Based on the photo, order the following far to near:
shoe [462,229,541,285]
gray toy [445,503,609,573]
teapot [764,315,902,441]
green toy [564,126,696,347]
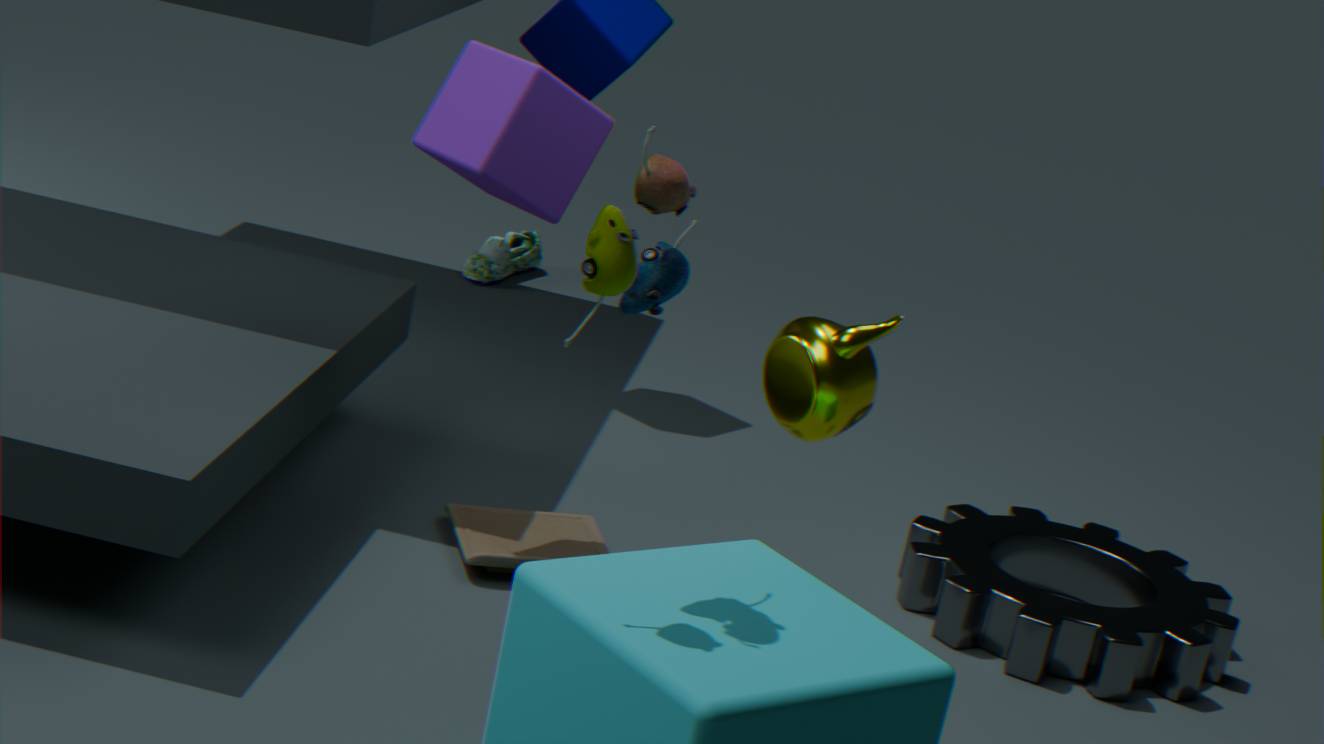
1. shoe [462,229,541,285]
2. gray toy [445,503,609,573]
3. teapot [764,315,902,441]
4. green toy [564,126,696,347]
